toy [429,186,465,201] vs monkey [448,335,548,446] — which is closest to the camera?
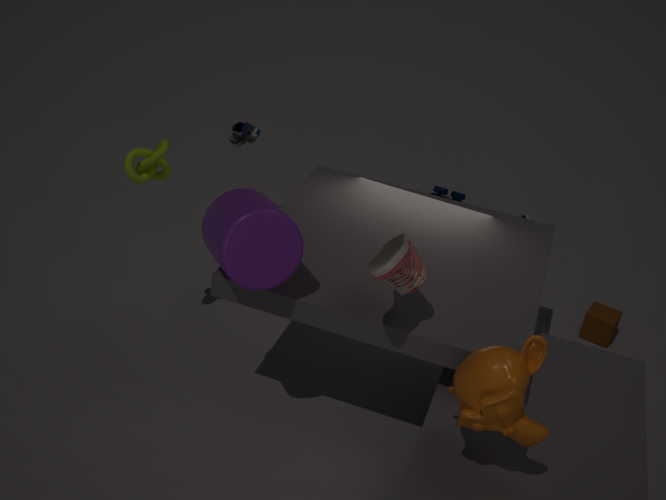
monkey [448,335,548,446]
